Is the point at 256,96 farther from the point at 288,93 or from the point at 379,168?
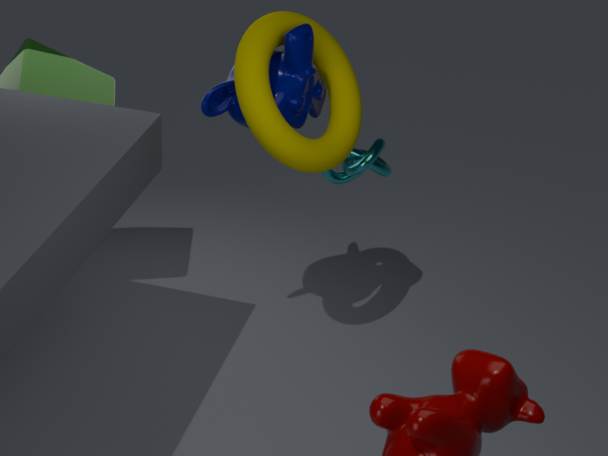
the point at 379,168
